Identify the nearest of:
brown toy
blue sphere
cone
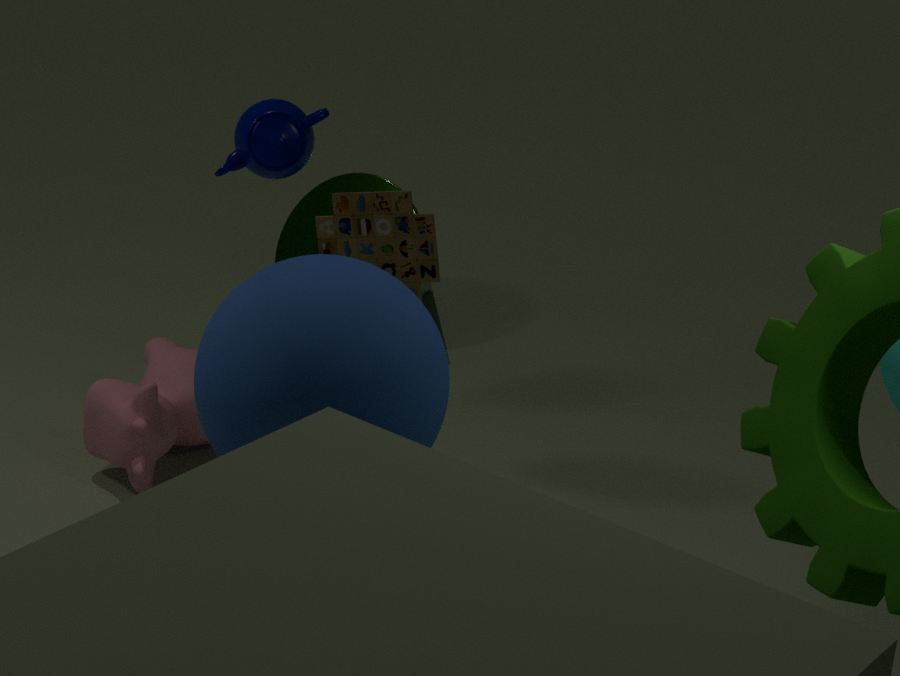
blue sphere
